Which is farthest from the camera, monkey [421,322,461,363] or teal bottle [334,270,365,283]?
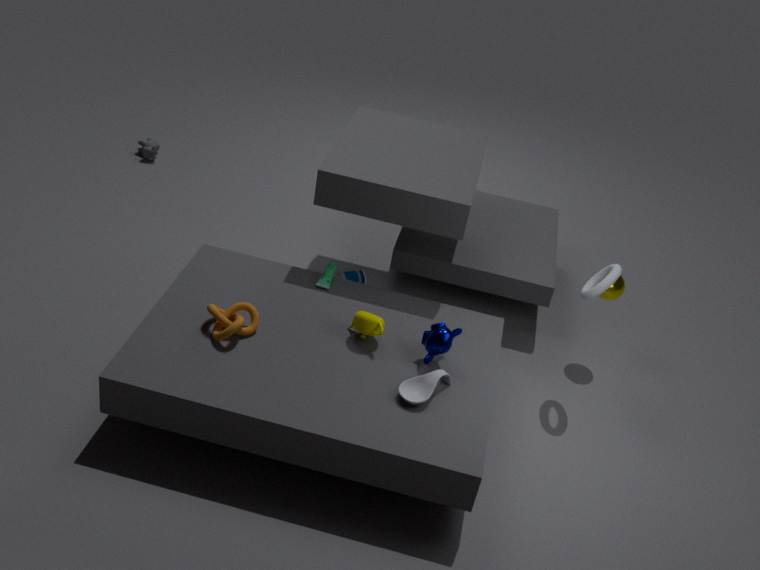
teal bottle [334,270,365,283]
